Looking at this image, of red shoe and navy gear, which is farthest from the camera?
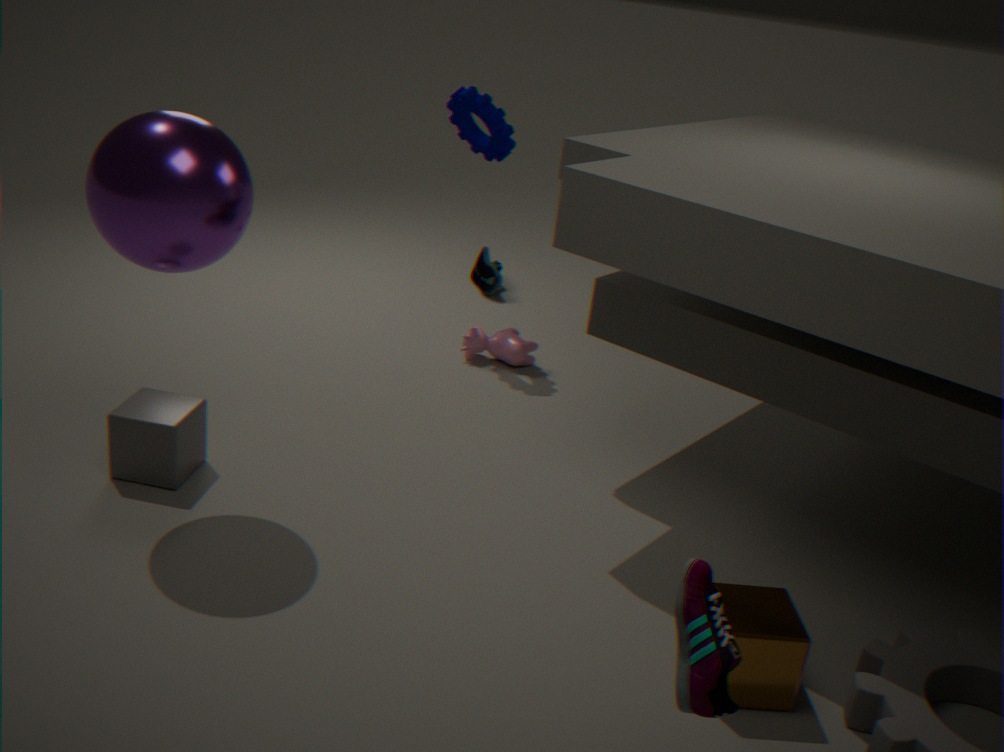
navy gear
